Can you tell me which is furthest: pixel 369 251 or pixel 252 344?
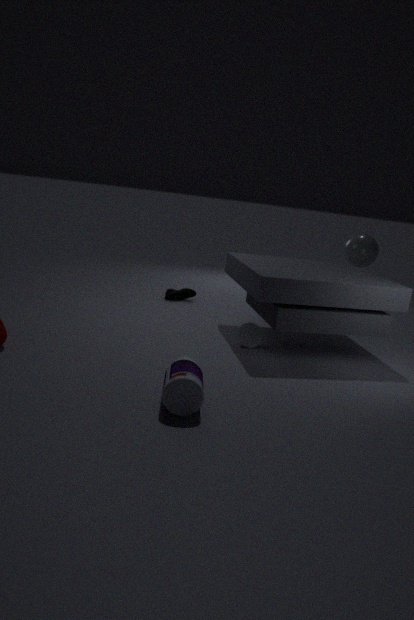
pixel 369 251
